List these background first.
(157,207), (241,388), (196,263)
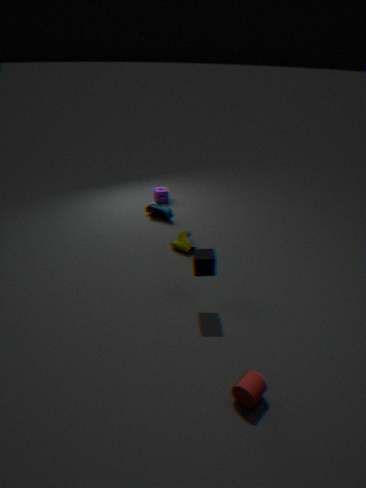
1. (157,207)
2. (196,263)
3. (241,388)
